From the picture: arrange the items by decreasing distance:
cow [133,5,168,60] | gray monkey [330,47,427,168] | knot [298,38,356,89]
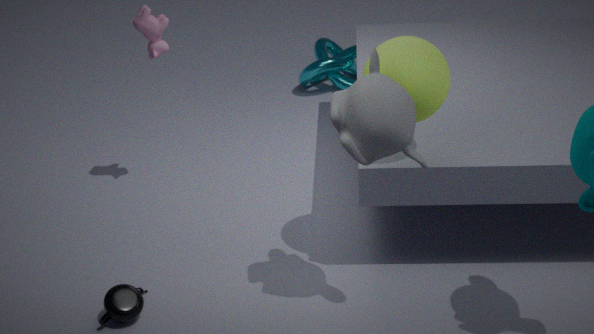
knot [298,38,356,89] → cow [133,5,168,60] → gray monkey [330,47,427,168]
